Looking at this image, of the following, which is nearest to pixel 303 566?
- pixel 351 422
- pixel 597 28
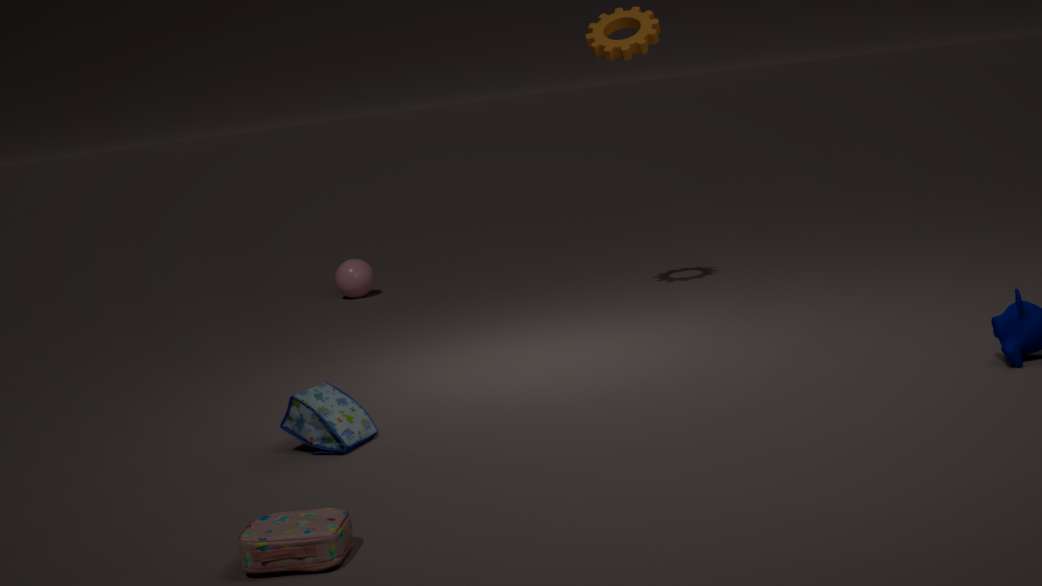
pixel 351 422
